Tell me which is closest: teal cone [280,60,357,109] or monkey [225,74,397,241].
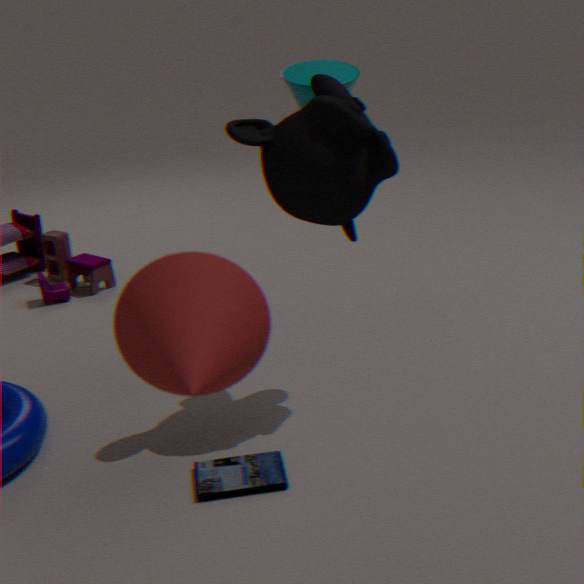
monkey [225,74,397,241]
